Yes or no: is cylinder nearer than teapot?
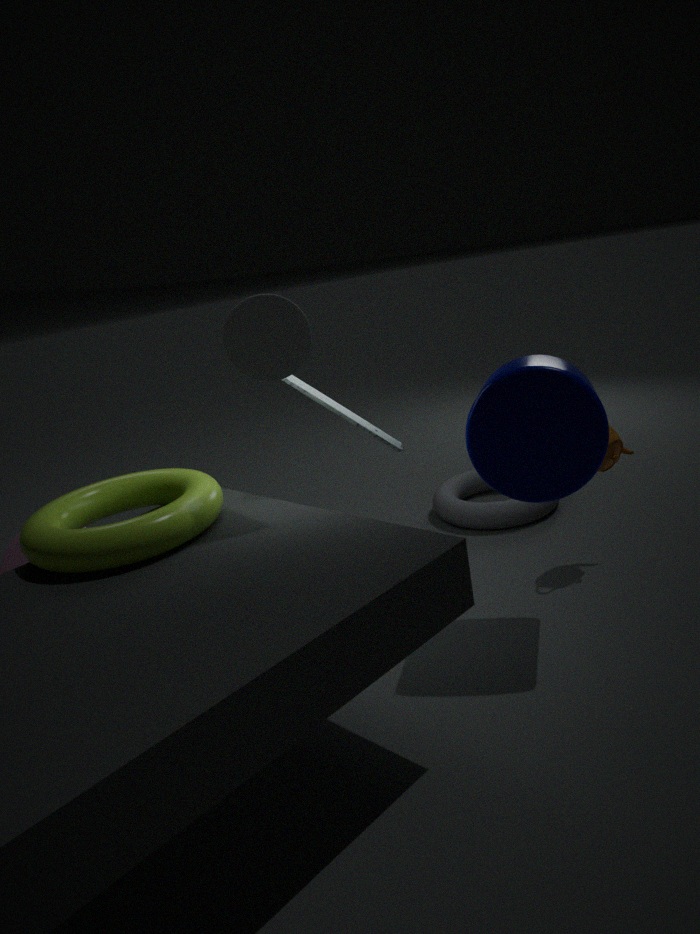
Yes
